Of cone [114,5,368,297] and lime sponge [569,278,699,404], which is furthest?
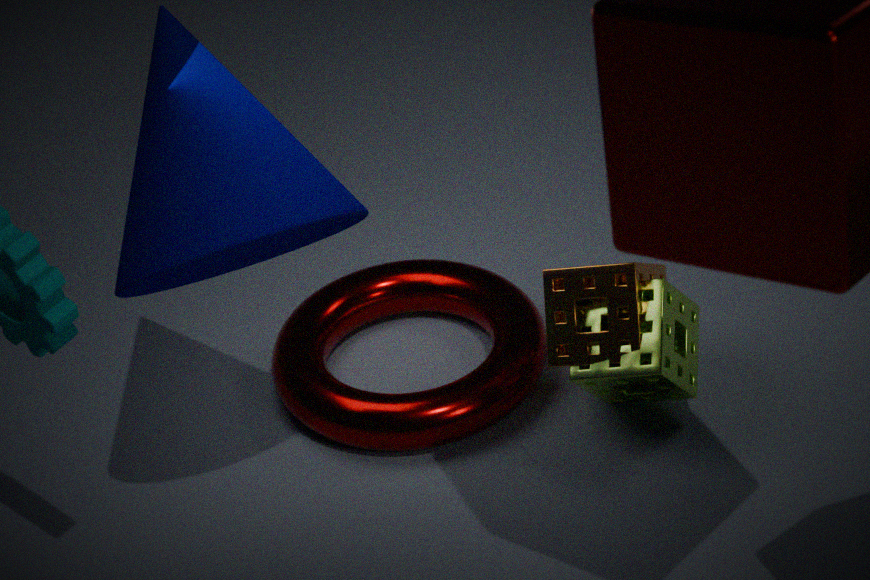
lime sponge [569,278,699,404]
